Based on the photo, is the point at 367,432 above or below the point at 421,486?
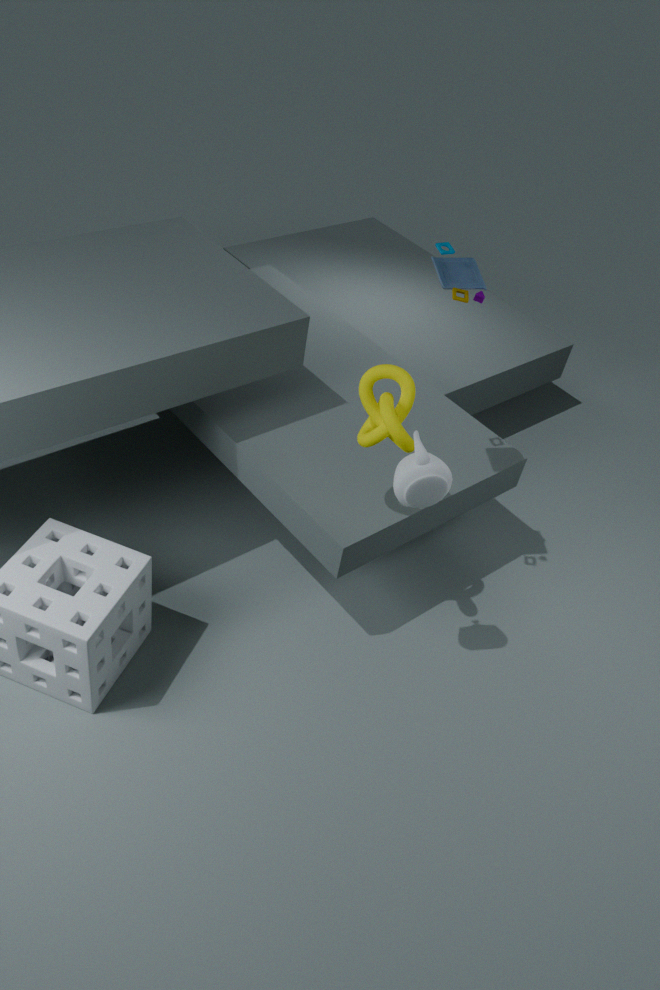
above
